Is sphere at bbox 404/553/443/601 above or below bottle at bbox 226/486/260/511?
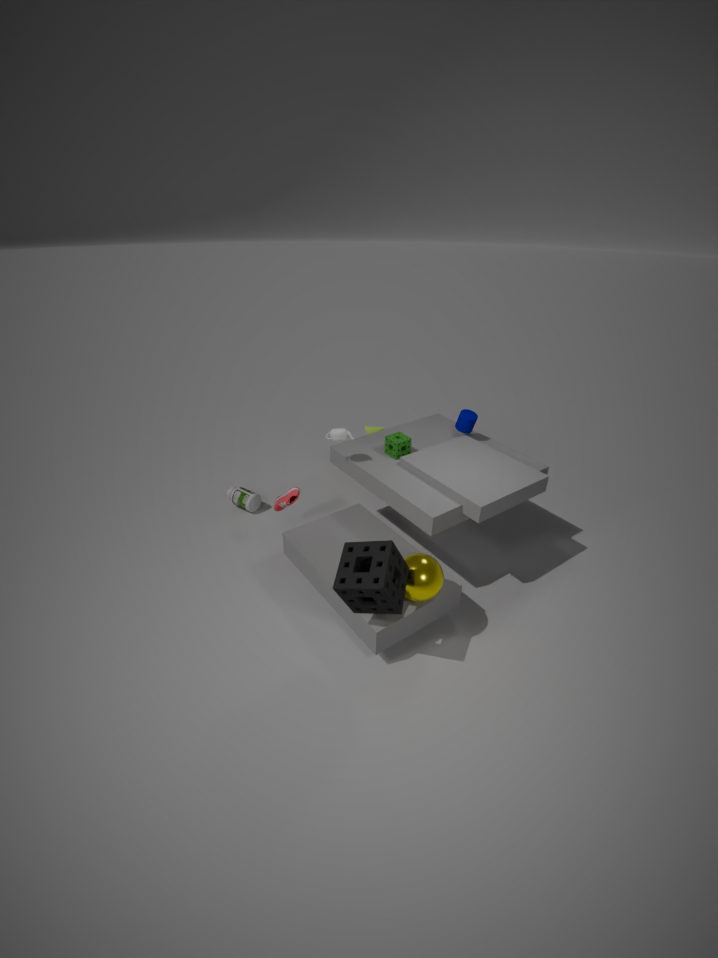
above
